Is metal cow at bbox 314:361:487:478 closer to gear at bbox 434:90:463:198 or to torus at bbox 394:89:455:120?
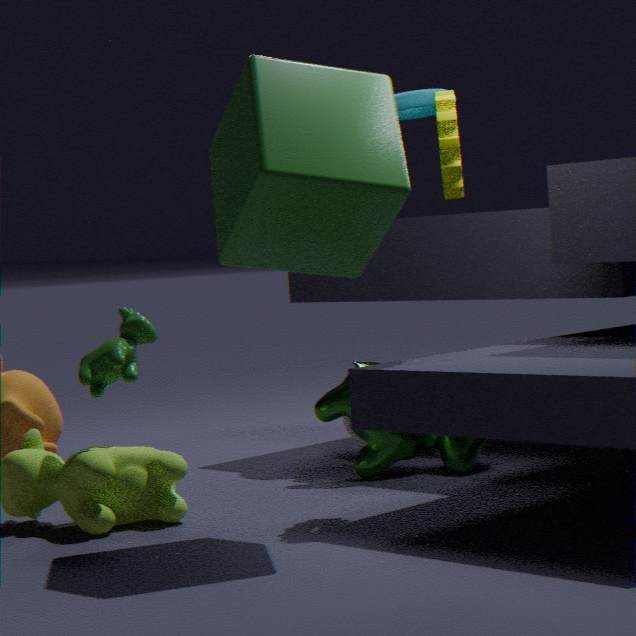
gear at bbox 434:90:463:198
